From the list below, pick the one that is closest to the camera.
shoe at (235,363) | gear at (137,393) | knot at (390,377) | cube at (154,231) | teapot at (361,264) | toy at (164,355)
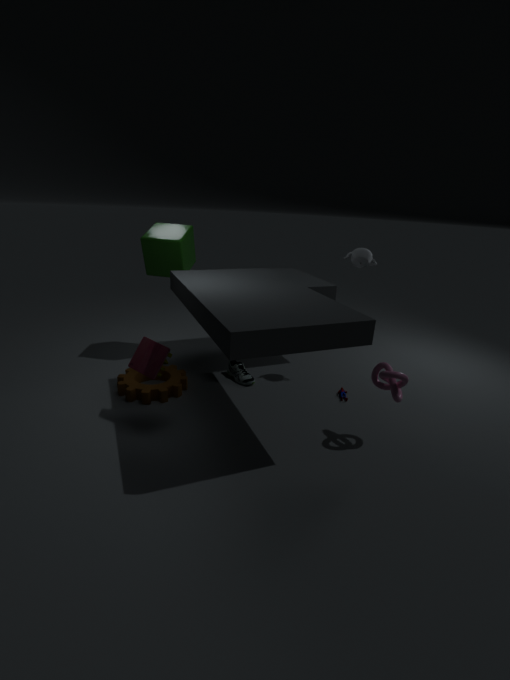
knot at (390,377)
